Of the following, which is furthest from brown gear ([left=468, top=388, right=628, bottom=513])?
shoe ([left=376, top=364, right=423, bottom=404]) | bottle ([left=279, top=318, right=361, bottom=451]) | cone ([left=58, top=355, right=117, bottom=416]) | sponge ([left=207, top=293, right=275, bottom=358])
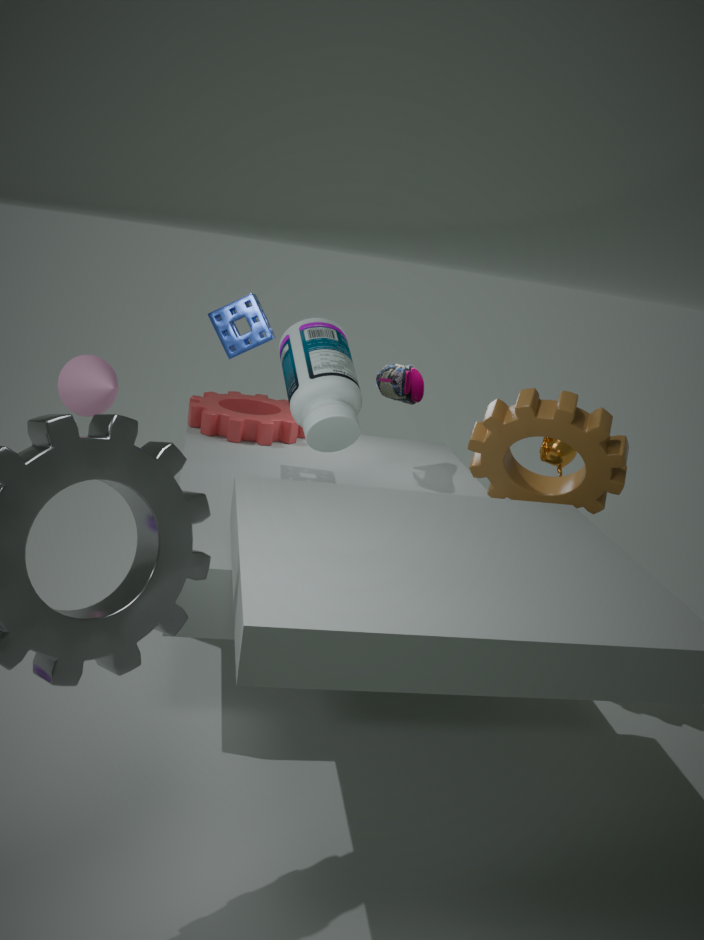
cone ([left=58, top=355, right=117, bottom=416])
